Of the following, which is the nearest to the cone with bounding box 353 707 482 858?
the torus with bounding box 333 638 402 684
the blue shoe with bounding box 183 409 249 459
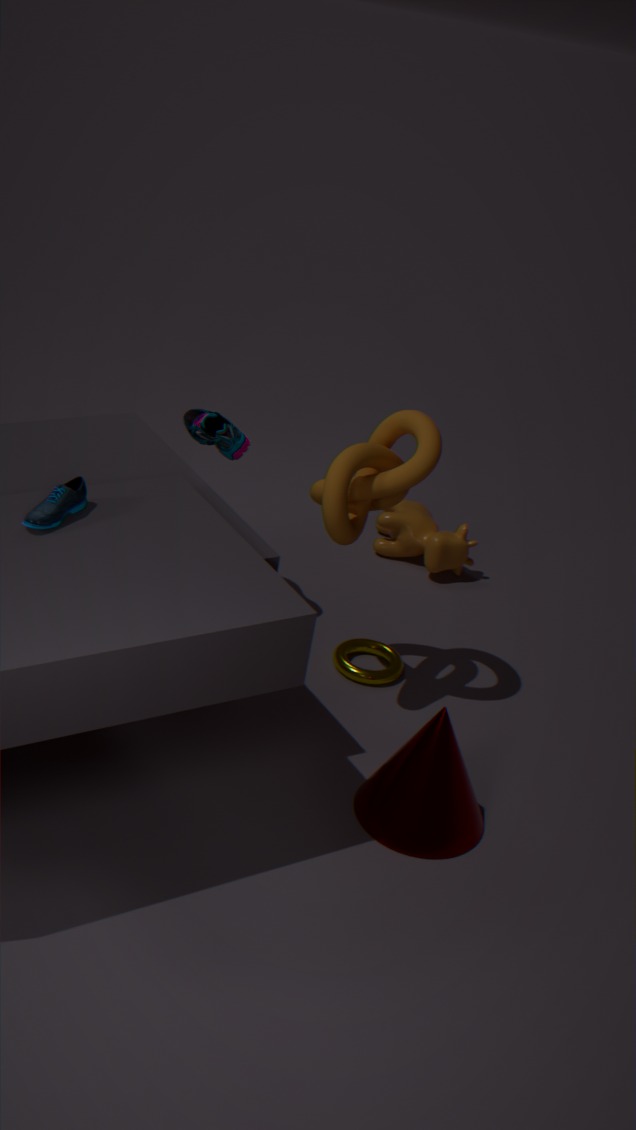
the torus with bounding box 333 638 402 684
